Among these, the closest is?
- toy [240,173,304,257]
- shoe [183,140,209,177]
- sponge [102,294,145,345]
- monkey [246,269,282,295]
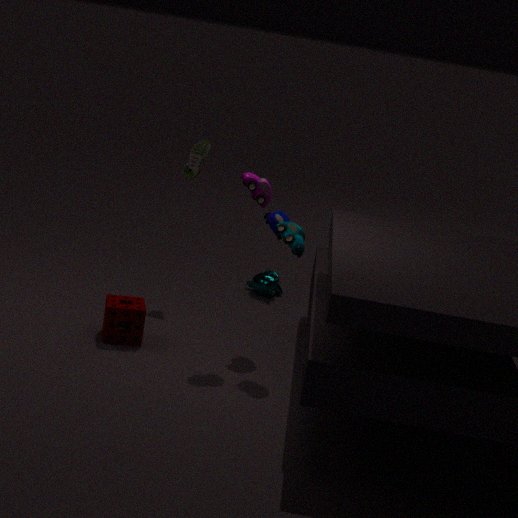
toy [240,173,304,257]
